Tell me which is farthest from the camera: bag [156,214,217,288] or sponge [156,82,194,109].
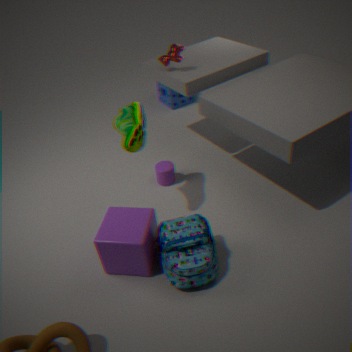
sponge [156,82,194,109]
